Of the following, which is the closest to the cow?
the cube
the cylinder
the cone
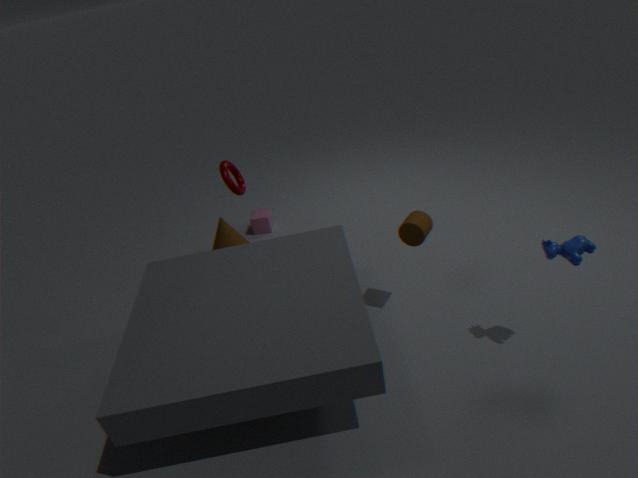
the cylinder
